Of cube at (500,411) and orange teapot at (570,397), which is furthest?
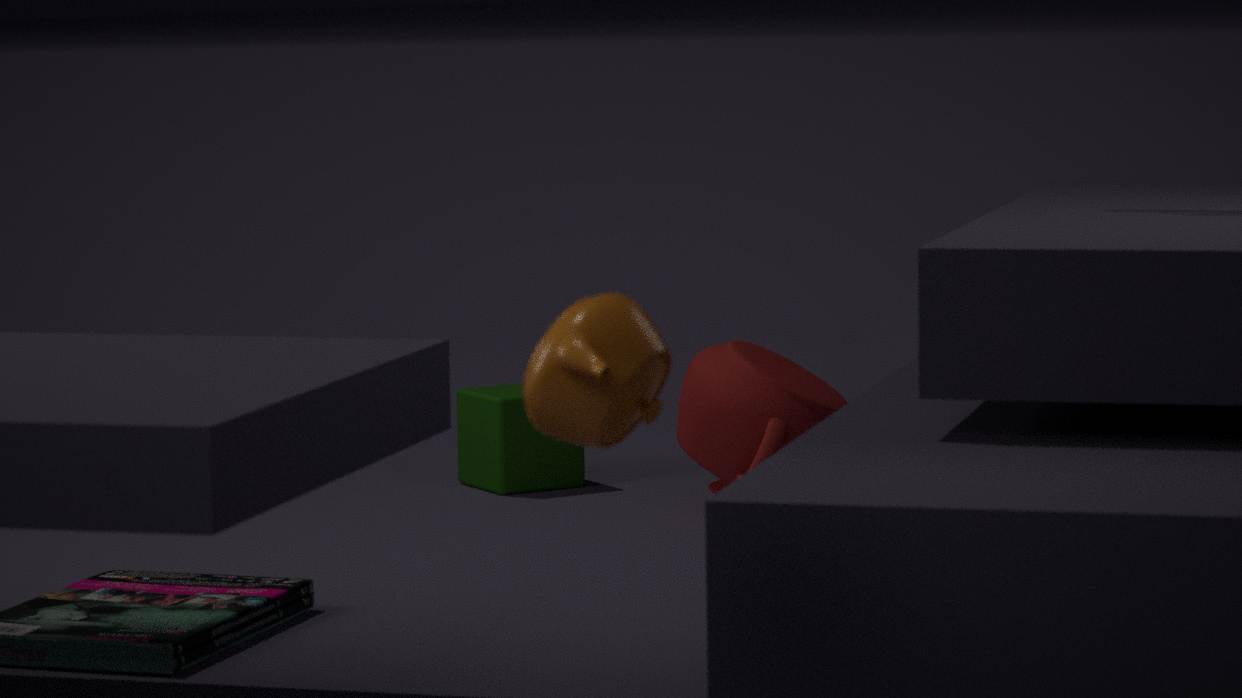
cube at (500,411)
